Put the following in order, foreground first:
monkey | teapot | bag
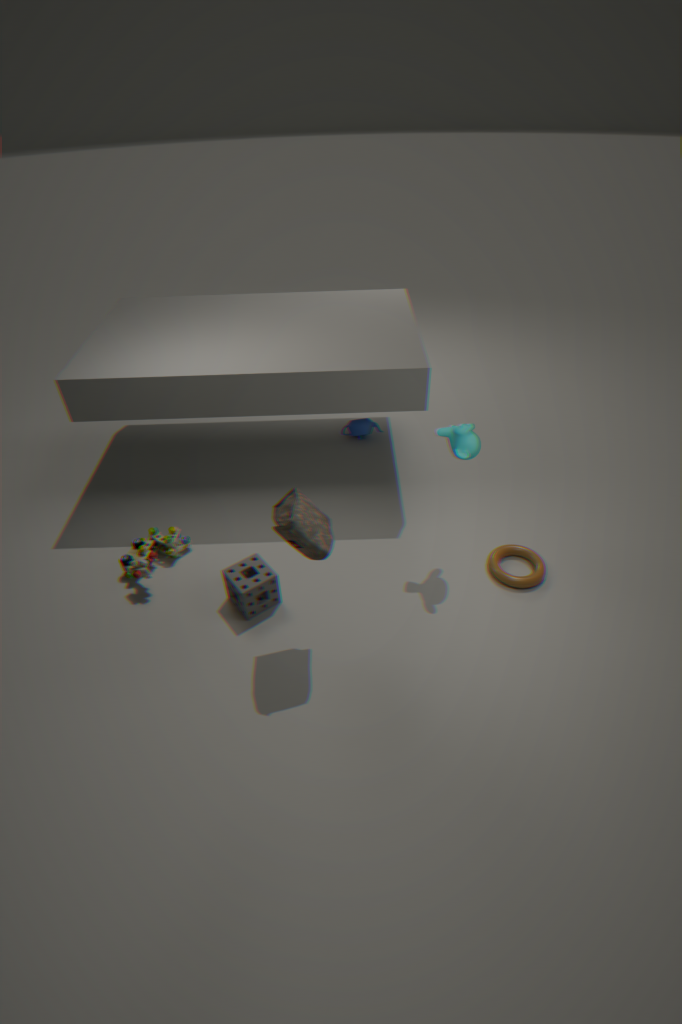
bag < monkey < teapot
